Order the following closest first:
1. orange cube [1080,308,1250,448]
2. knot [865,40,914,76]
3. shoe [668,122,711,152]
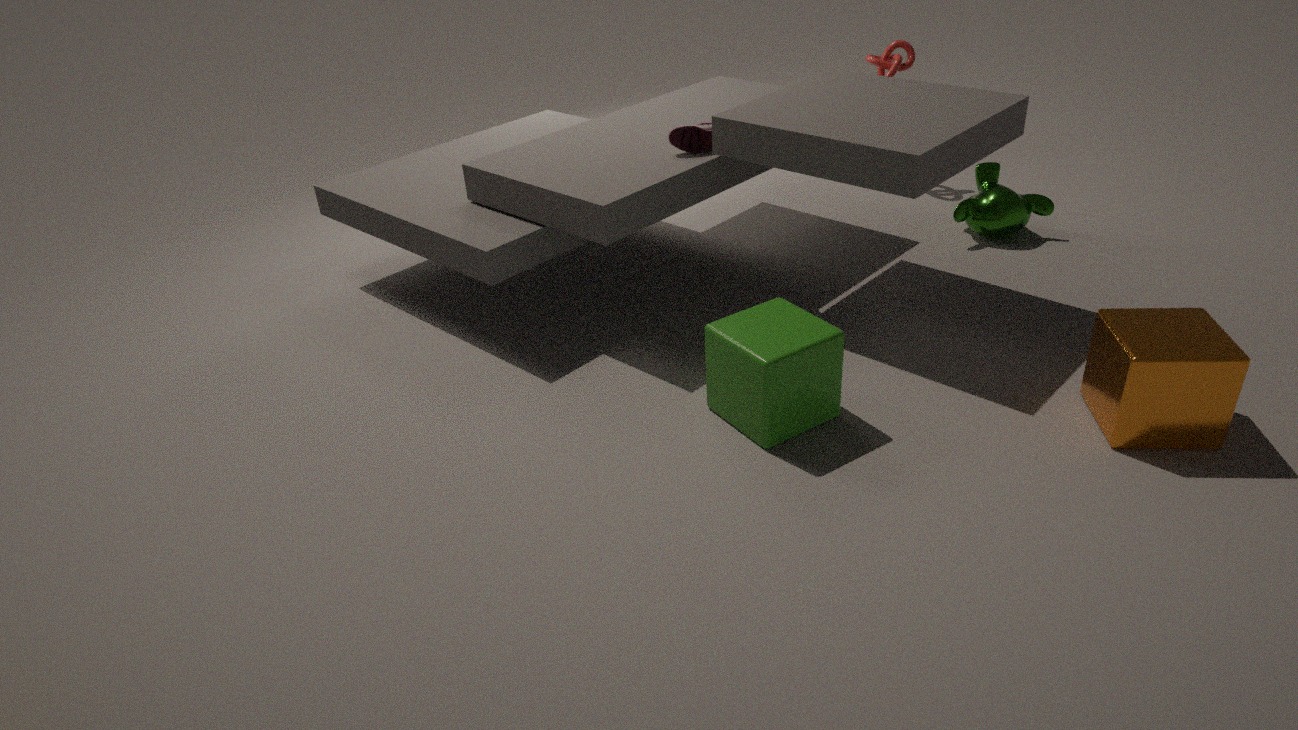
orange cube [1080,308,1250,448], shoe [668,122,711,152], knot [865,40,914,76]
